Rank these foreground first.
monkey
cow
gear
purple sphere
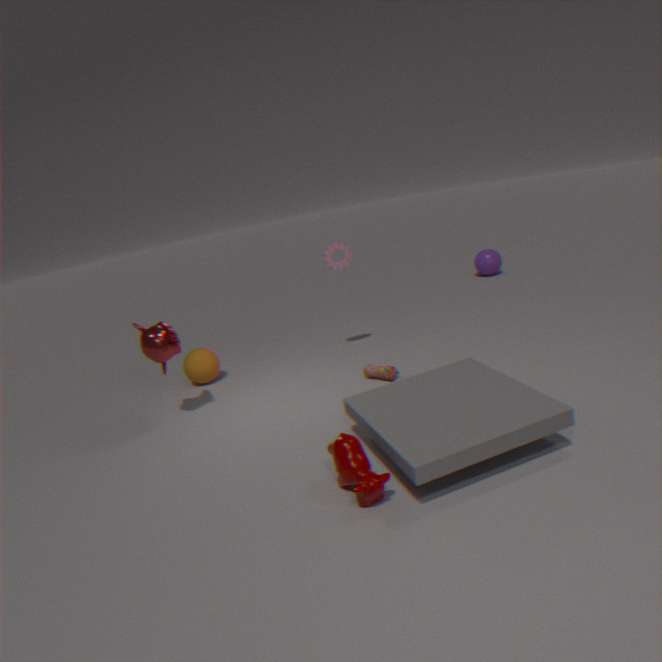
cow → monkey → gear → purple sphere
